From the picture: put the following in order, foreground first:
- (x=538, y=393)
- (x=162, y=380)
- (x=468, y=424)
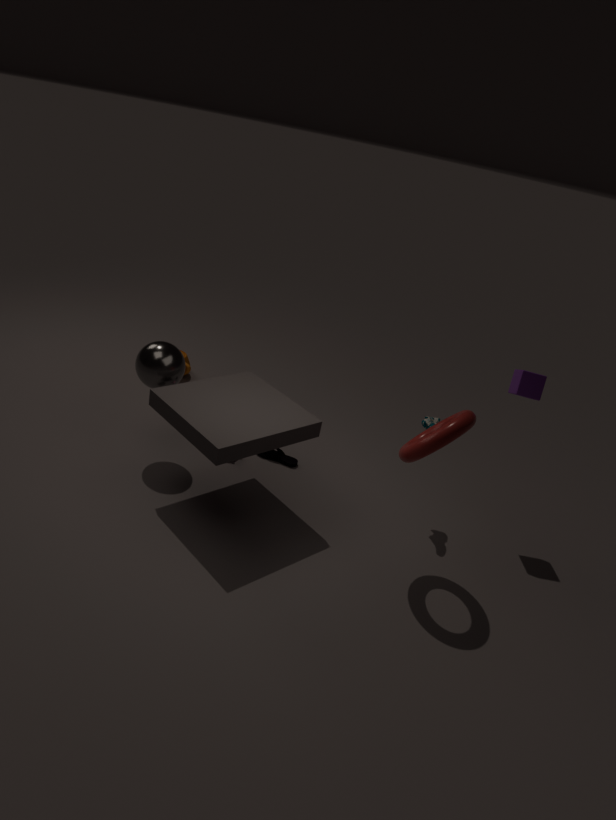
(x=468, y=424)
(x=538, y=393)
(x=162, y=380)
